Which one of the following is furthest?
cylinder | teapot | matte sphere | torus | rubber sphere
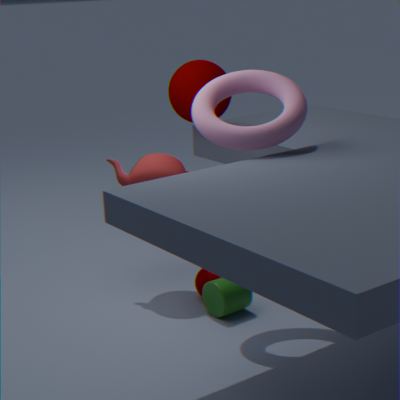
matte sphere
